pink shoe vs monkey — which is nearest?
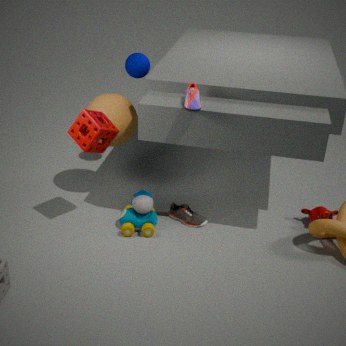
pink shoe
